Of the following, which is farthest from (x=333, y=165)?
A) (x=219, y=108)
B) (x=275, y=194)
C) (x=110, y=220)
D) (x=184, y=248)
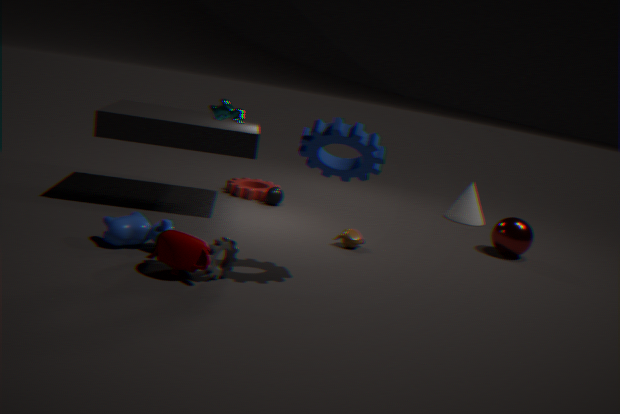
(x=275, y=194)
